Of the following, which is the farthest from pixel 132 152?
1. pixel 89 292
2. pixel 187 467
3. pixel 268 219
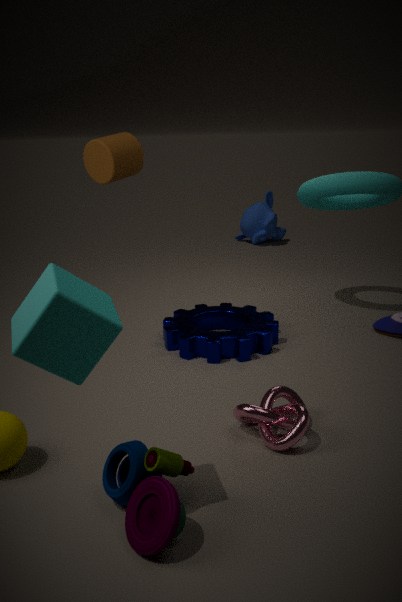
pixel 268 219
